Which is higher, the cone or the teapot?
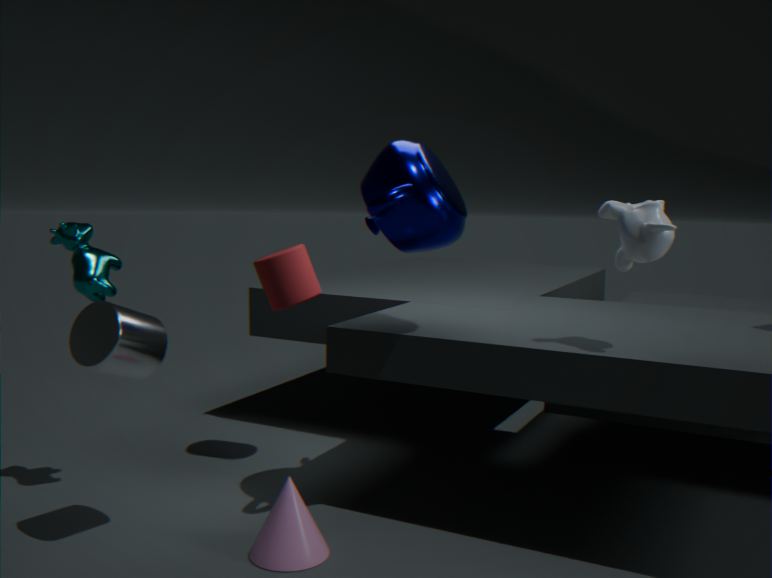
the teapot
